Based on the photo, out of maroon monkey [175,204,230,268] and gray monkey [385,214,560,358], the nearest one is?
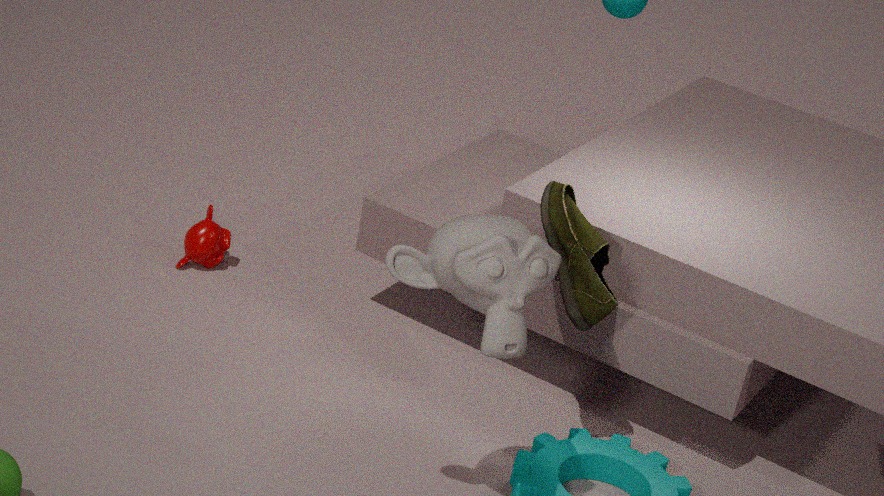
gray monkey [385,214,560,358]
